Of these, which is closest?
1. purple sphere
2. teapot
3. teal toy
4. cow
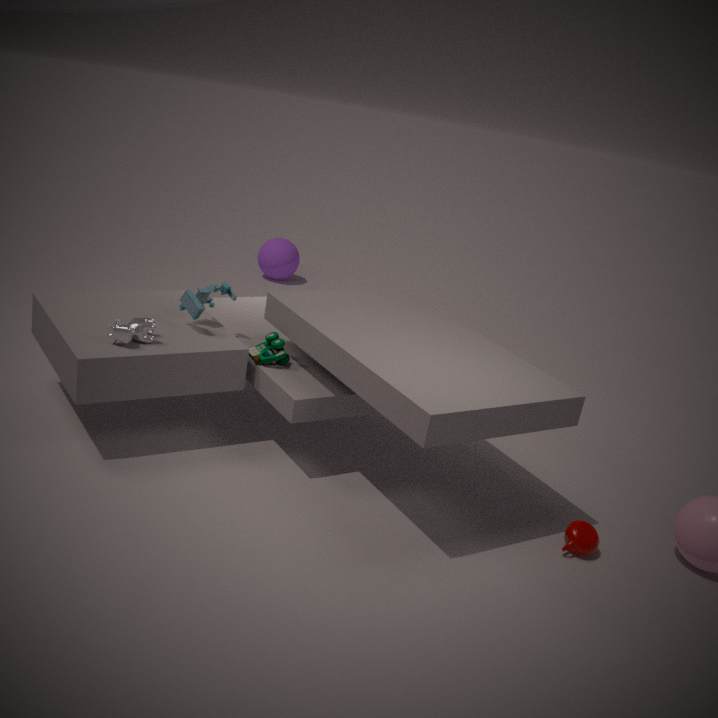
teapot
